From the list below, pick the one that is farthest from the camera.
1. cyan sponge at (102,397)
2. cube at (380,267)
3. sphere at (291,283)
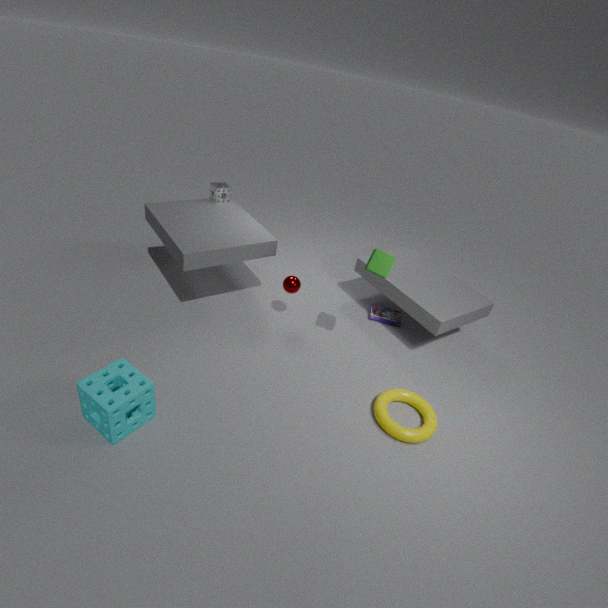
sphere at (291,283)
